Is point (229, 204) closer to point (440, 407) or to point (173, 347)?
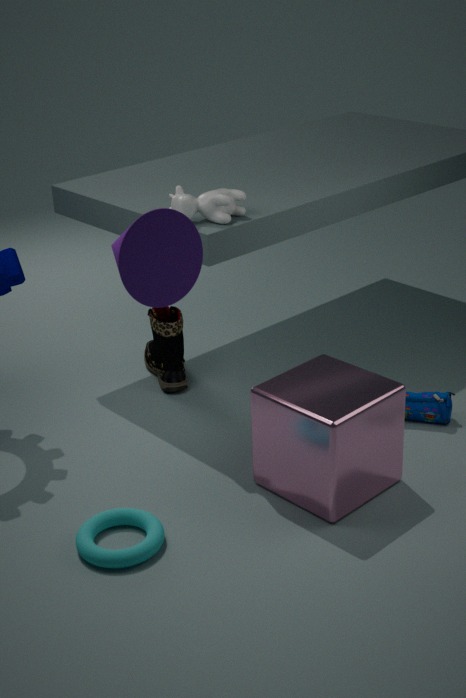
point (173, 347)
